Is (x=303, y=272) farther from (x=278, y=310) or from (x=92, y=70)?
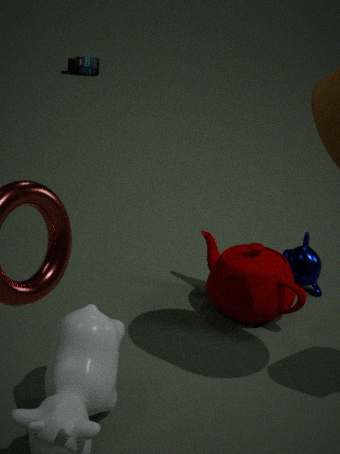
(x=92, y=70)
